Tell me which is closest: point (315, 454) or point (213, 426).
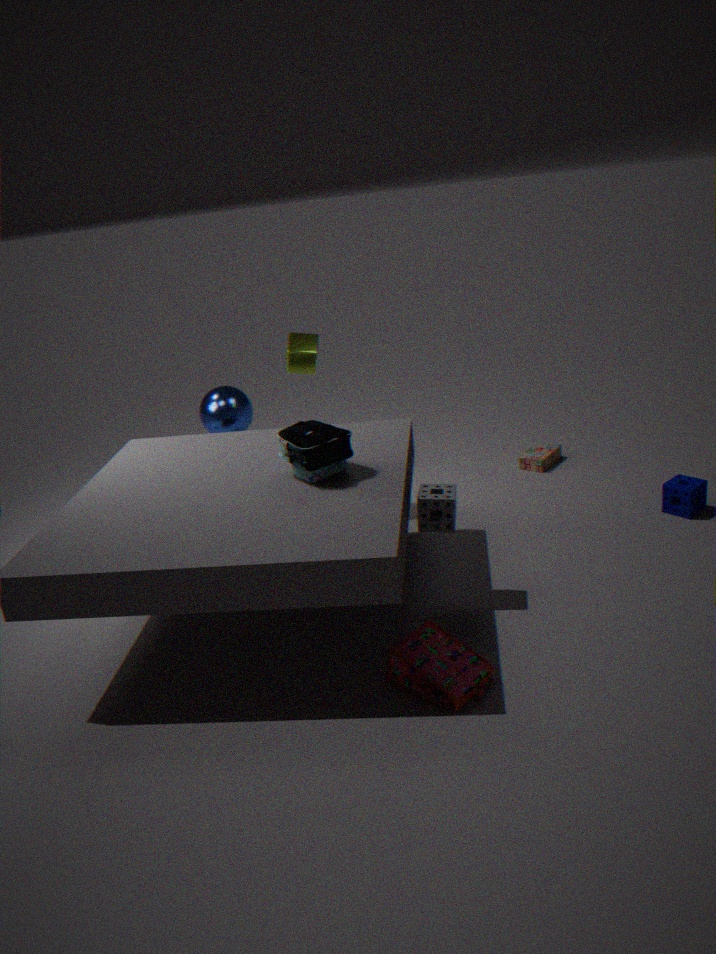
point (315, 454)
